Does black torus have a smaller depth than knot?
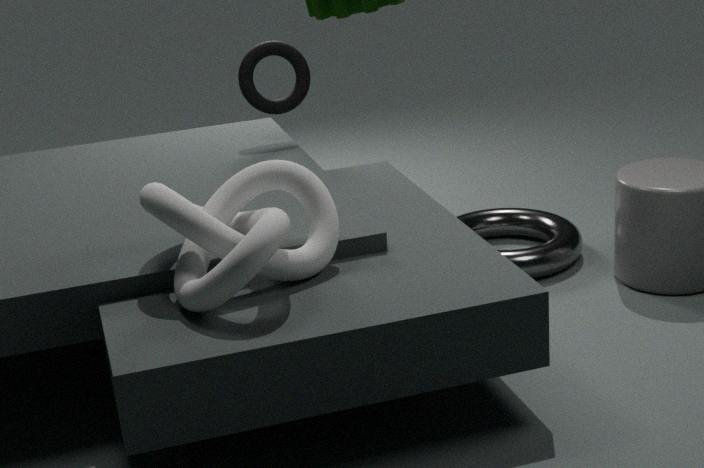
No
